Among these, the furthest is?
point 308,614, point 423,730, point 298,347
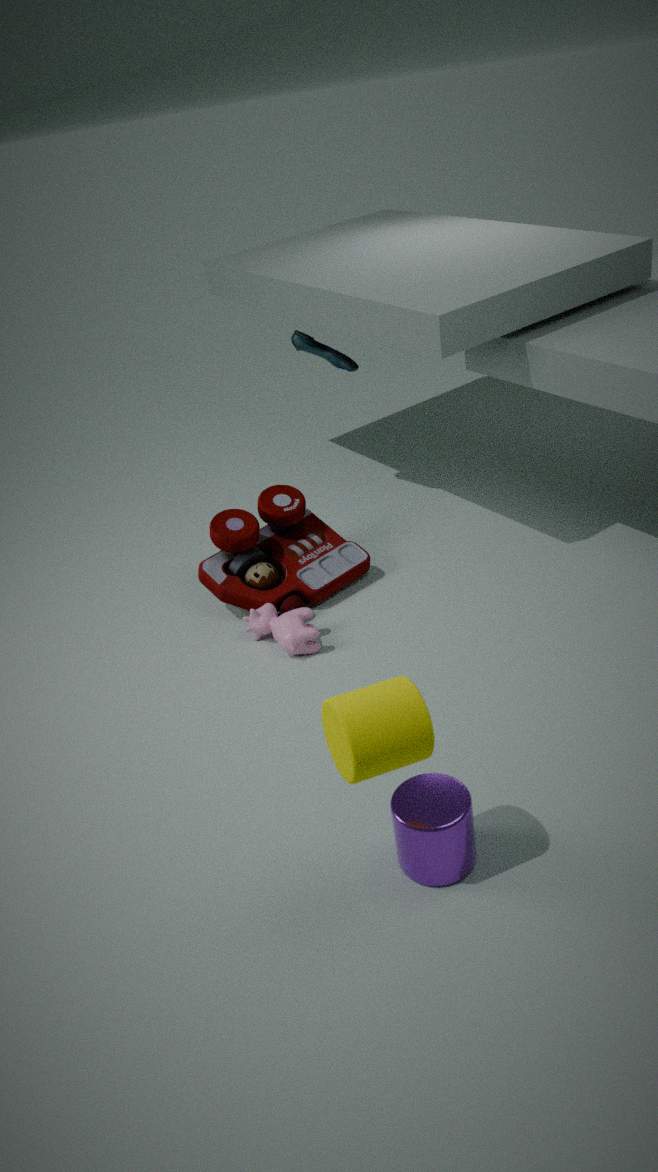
point 298,347
